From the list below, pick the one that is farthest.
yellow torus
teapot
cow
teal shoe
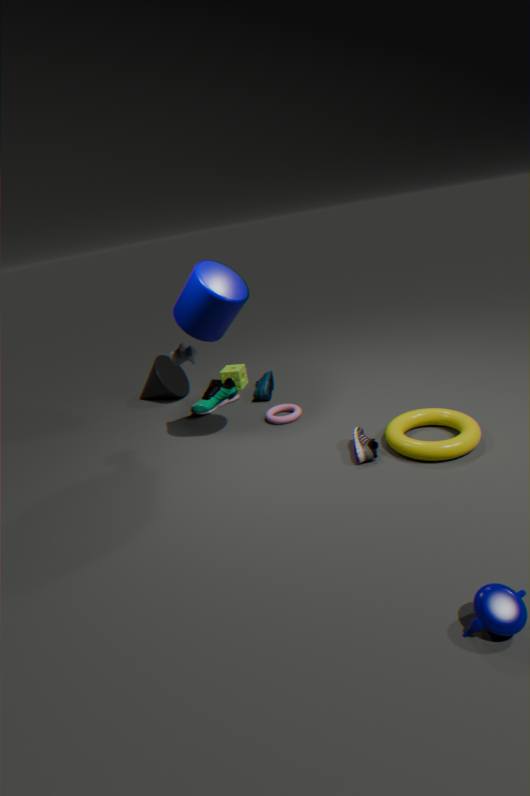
teal shoe
